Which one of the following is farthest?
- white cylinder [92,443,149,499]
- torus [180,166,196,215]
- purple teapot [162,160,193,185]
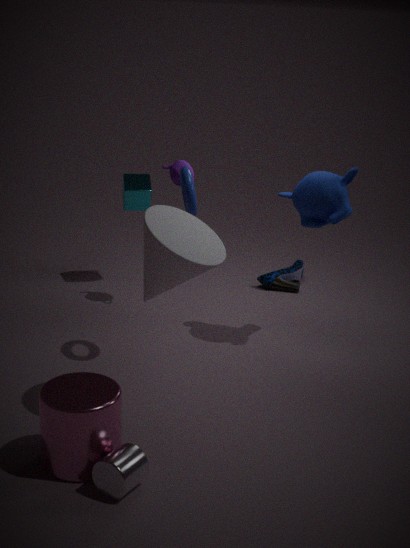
purple teapot [162,160,193,185]
